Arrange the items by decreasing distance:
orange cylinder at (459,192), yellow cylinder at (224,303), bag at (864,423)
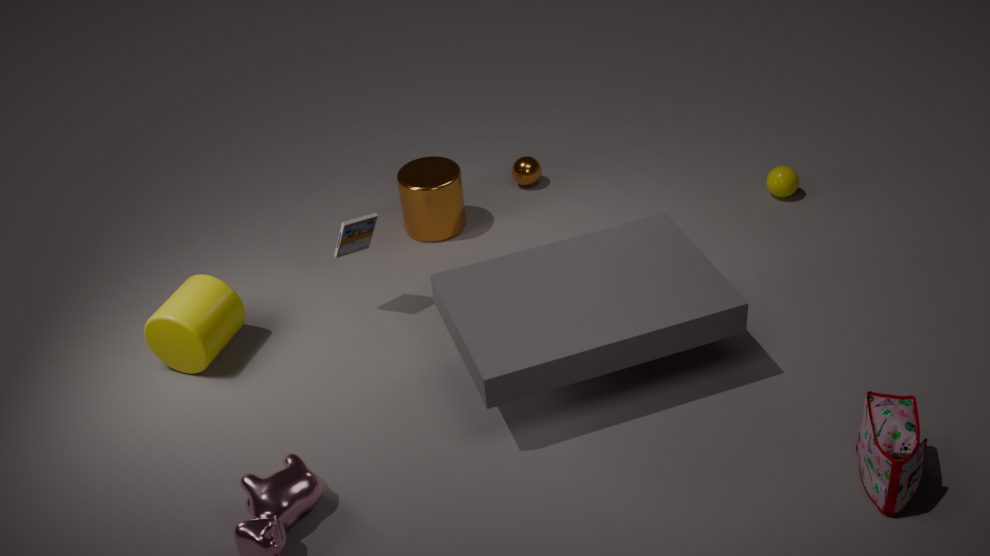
1. orange cylinder at (459,192)
2. yellow cylinder at (224,303)
3. bag at (864,423)
